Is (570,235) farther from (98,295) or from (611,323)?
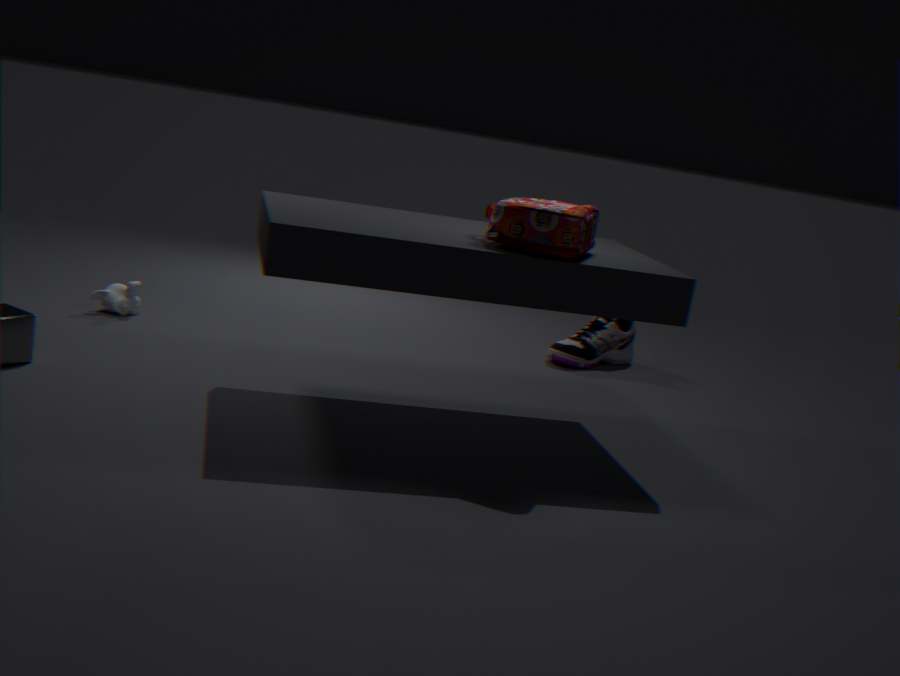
(98,295)
